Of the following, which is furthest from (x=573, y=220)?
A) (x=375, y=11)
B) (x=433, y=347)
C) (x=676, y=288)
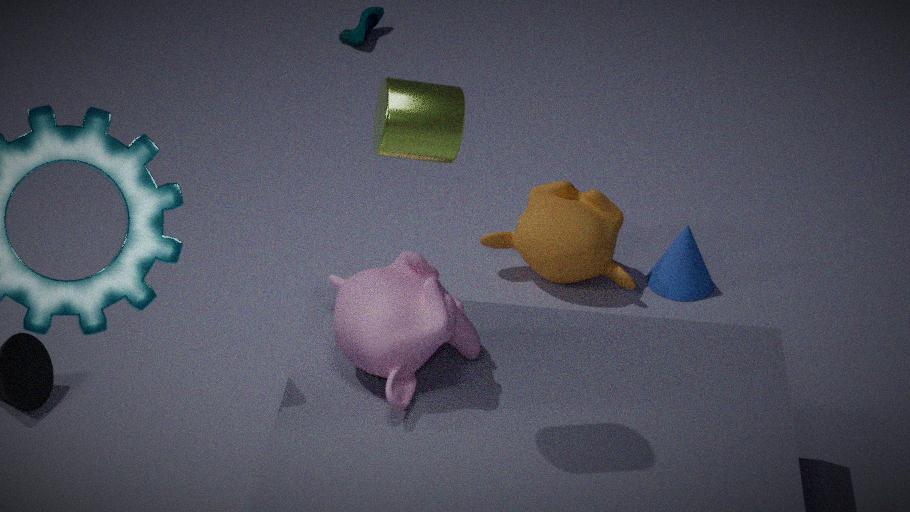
(x=375, y=11)
